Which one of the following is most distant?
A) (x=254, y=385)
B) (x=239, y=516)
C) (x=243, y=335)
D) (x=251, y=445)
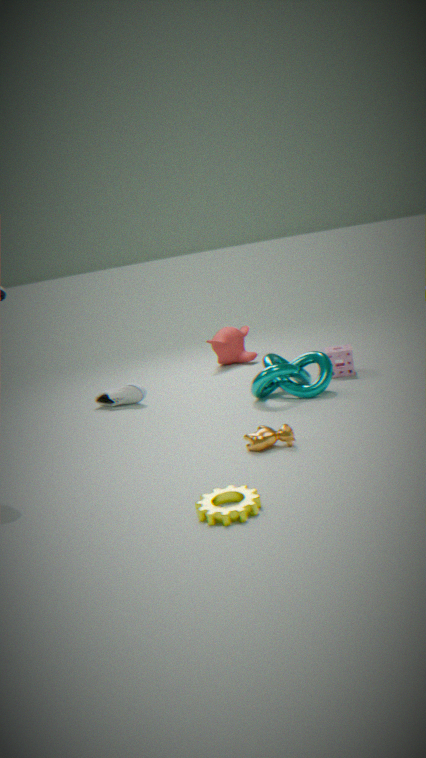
(x=243, y=335)
